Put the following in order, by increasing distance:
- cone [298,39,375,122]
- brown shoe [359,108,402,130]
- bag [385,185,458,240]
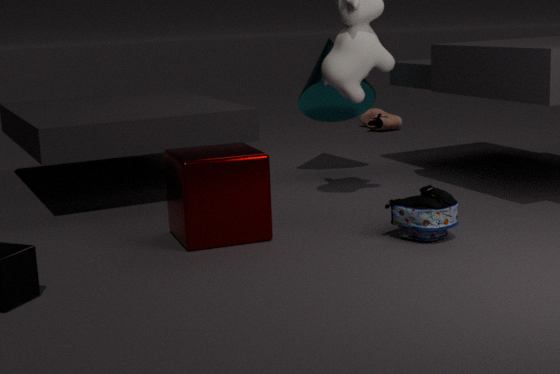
bag [385,185,458,240]
cone [298,39,375,122]
brown shoe [359,108,402,130]
